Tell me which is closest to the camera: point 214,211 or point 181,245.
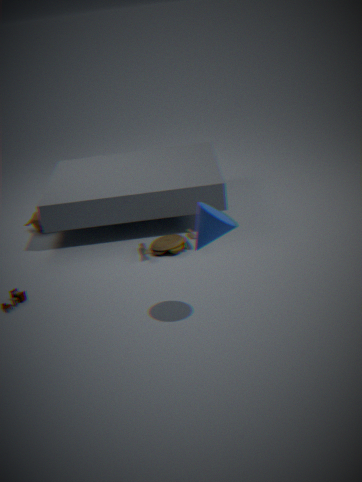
point 214,211
